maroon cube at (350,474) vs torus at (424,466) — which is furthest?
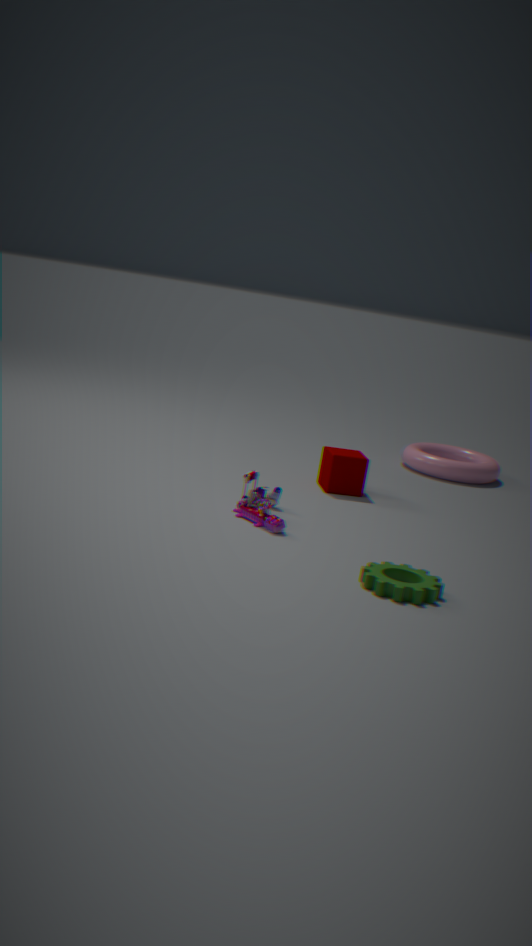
torus at (424,466)
